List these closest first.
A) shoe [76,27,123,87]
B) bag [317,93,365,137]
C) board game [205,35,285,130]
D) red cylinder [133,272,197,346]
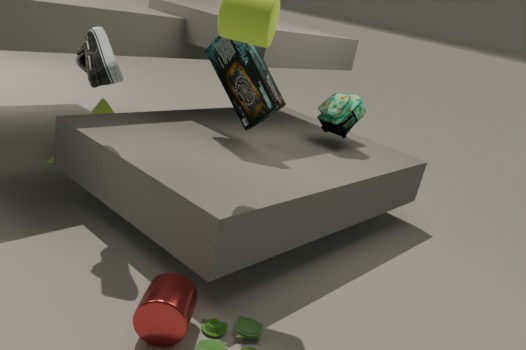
1. red cylinder [133,272,197,346]
2. shoe [76,27,123,87]
3. board game [205,35,285,130]
4. bag [317,93,365,137]
